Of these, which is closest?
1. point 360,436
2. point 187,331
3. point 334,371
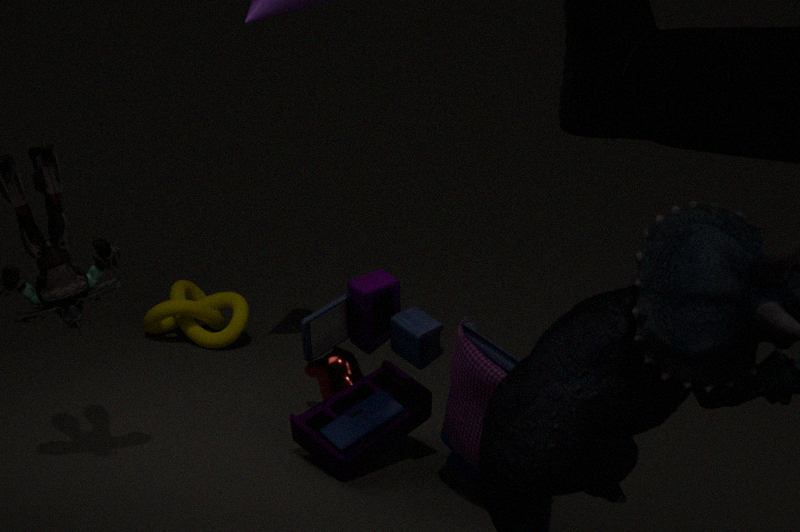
point 360,436
